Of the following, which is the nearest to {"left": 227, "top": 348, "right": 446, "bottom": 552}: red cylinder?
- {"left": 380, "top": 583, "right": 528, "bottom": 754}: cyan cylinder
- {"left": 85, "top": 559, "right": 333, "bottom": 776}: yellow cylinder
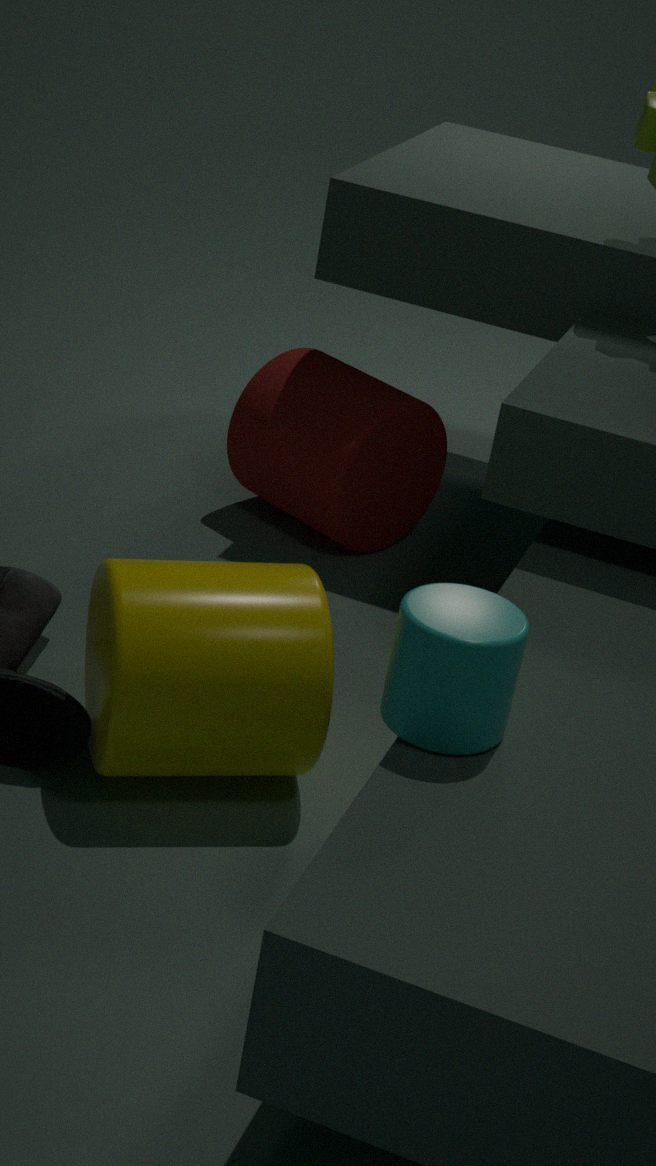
{"left": 85, "top": 559, "right": 333, "bottom": 776}: yellow cylinder
